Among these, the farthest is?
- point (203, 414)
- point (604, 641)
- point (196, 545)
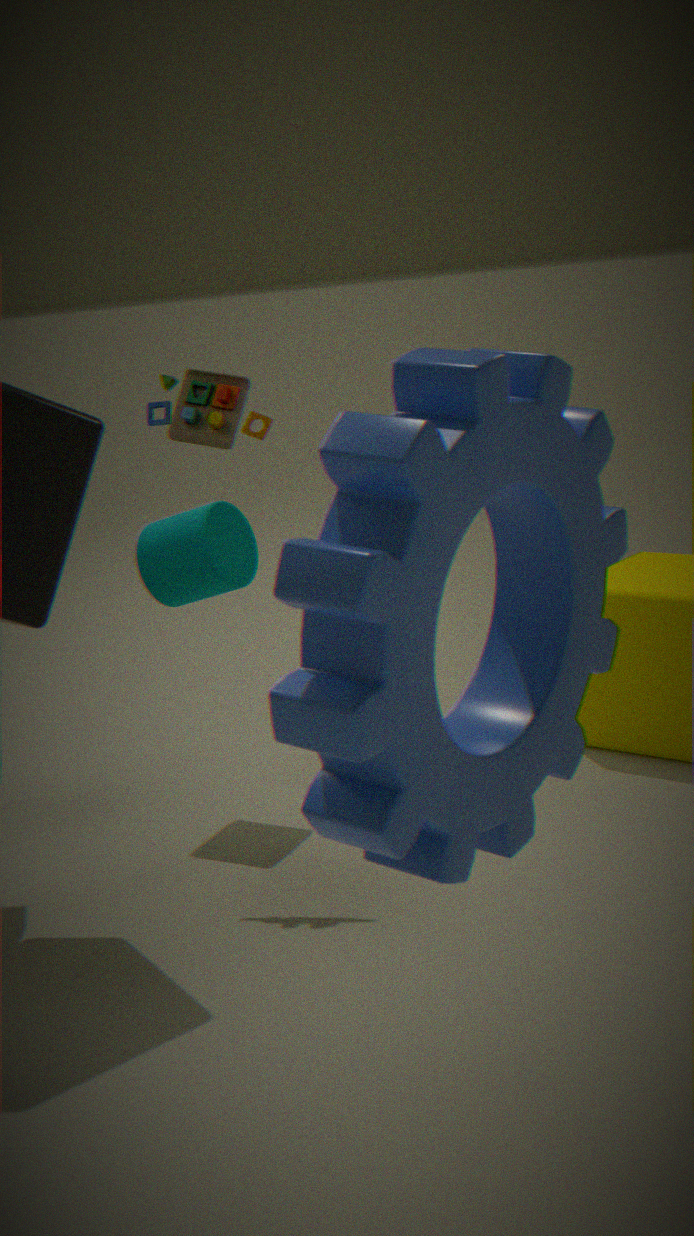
point (196, 545)
